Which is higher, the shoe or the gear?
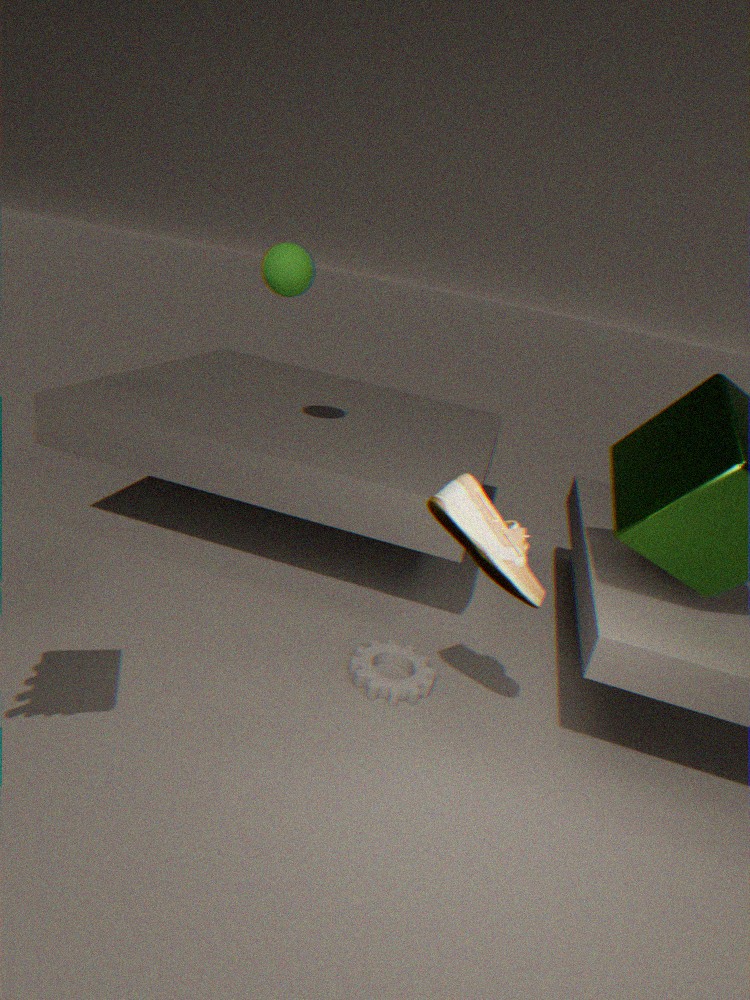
the shoe
